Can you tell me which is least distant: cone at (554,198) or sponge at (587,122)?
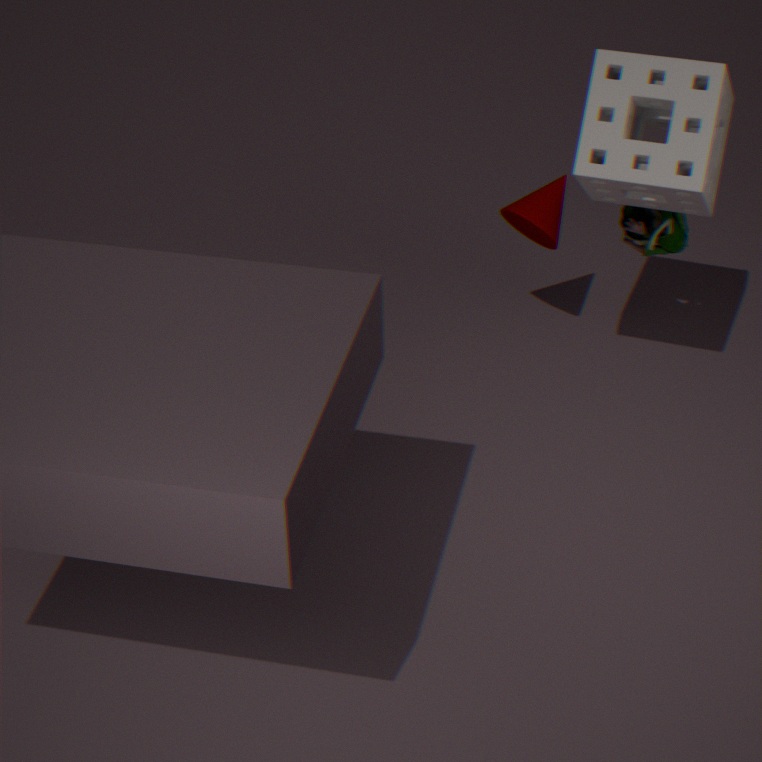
sponge at (587,122)
